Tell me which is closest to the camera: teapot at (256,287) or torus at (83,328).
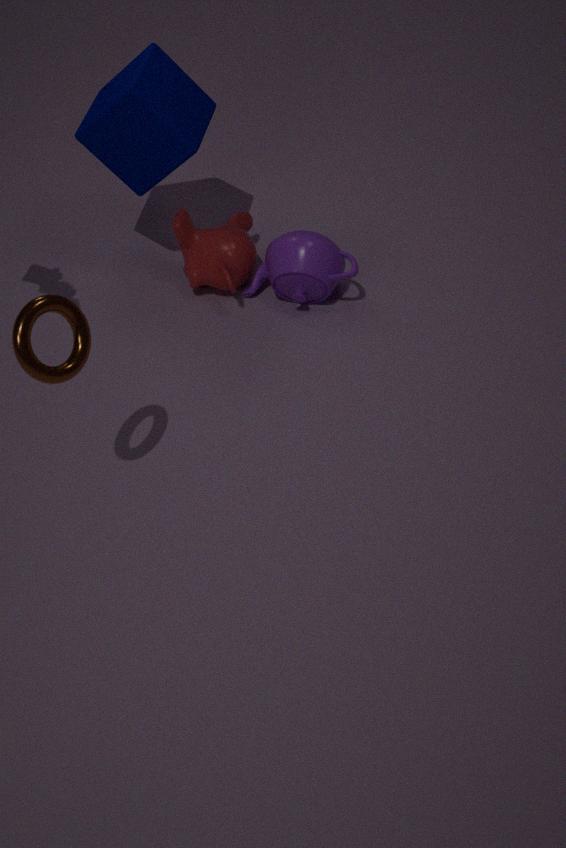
torus at (83,328)
